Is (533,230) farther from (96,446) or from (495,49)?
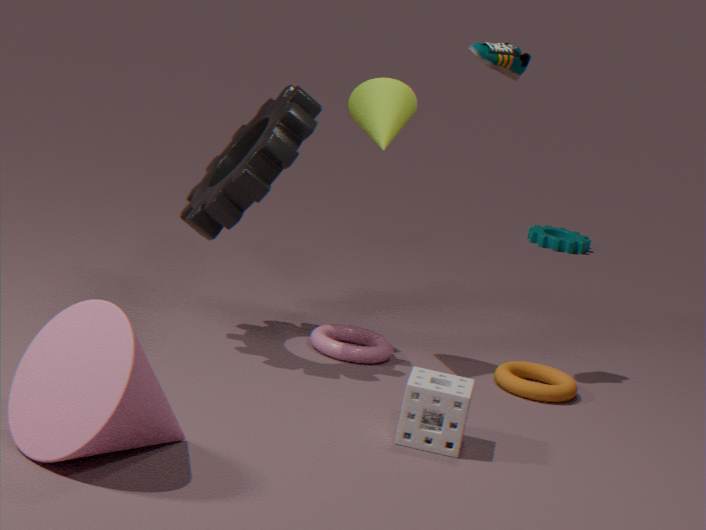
(96,446)
